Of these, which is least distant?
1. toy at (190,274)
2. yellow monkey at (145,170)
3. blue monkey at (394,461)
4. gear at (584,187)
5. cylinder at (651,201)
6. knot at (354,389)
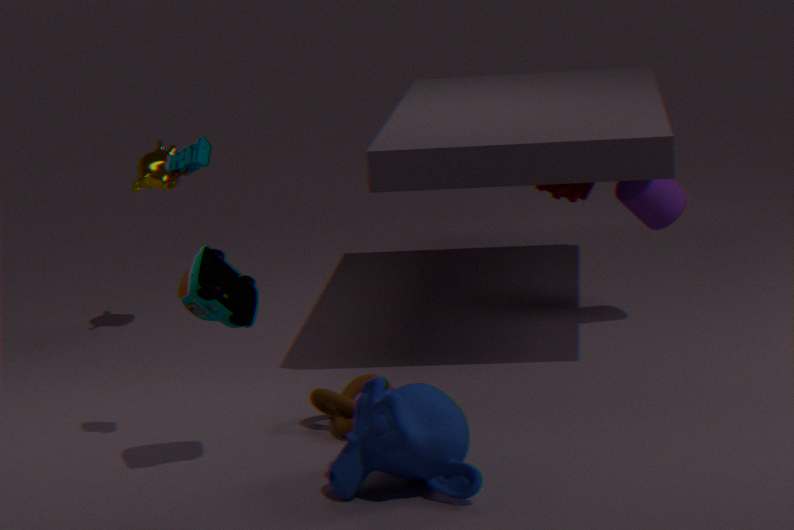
blue monkey at (394,461)
